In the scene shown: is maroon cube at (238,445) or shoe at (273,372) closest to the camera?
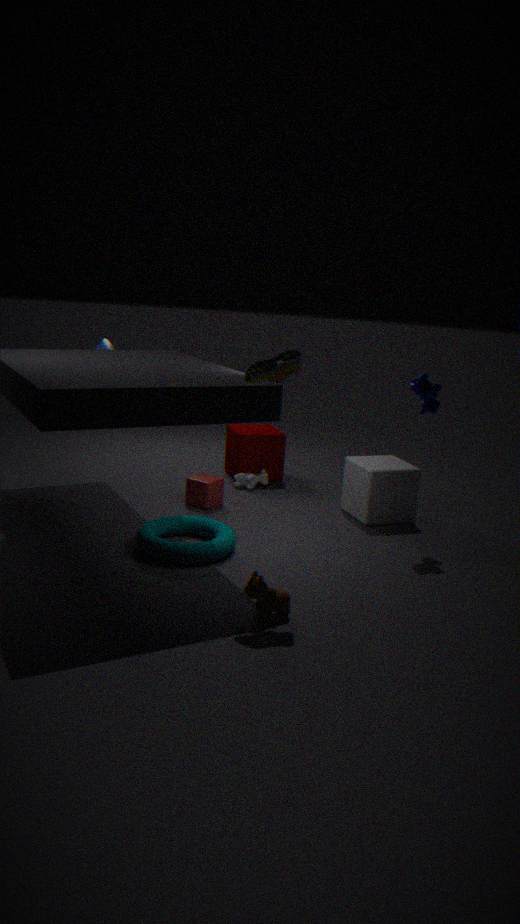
shoe at (273,372)
